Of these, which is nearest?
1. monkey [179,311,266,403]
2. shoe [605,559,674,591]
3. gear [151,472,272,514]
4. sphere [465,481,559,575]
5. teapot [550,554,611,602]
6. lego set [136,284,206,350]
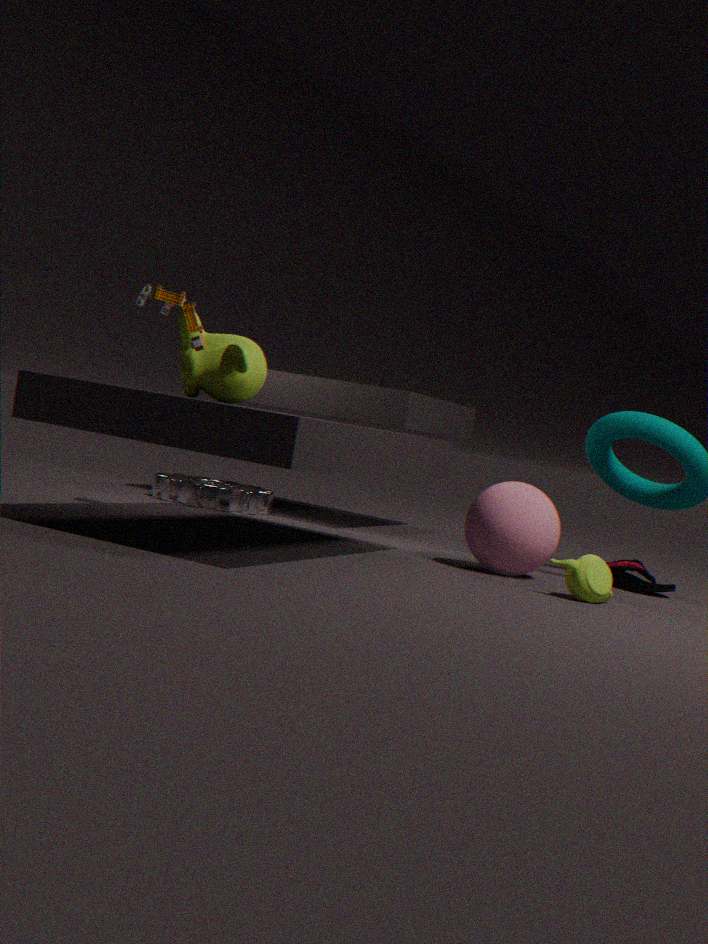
lego set [136,284,206,350]
